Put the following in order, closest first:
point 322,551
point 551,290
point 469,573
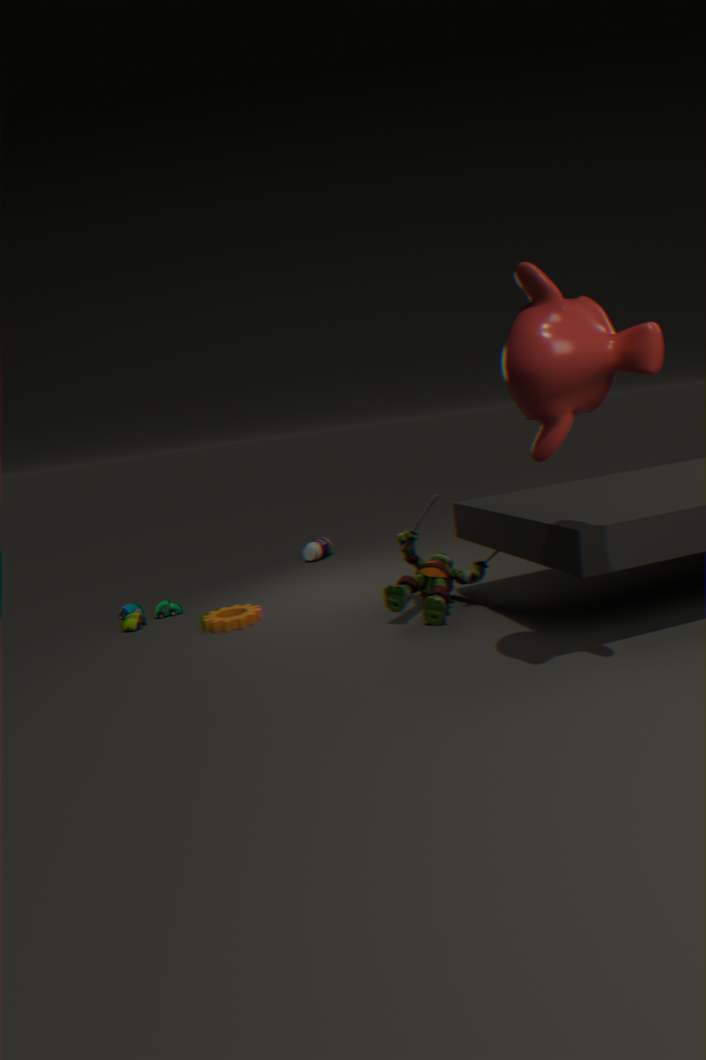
1. point 551,290
2. point 469,573
3. point 322,551
